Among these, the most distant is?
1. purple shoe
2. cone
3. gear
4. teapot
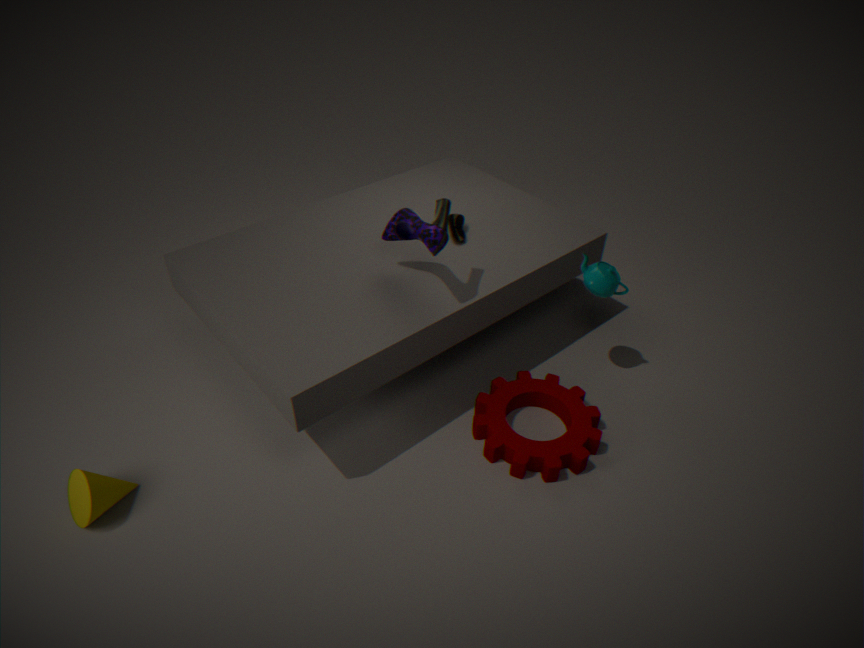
teapot
